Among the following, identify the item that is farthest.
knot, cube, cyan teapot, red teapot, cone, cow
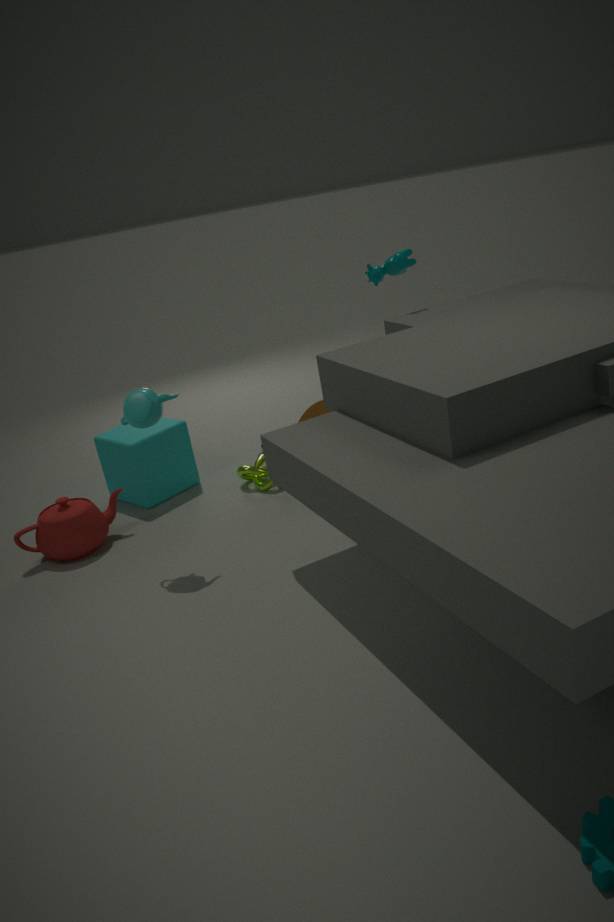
cow
